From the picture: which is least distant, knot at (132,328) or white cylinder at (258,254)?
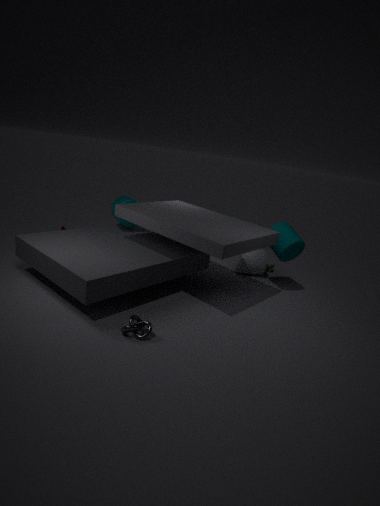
knot at (132,328)
